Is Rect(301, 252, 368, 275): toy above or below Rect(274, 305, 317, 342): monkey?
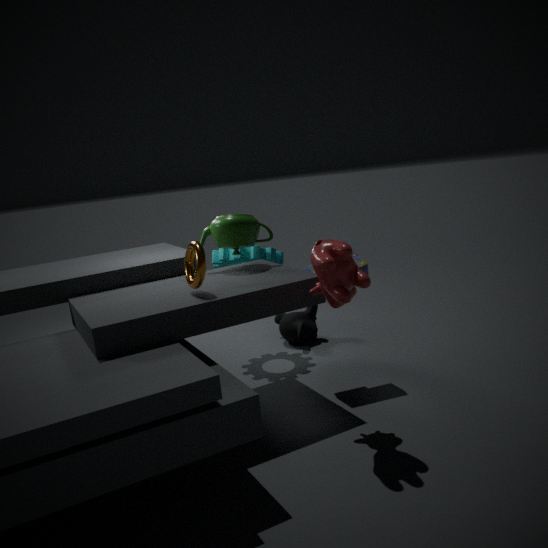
above
